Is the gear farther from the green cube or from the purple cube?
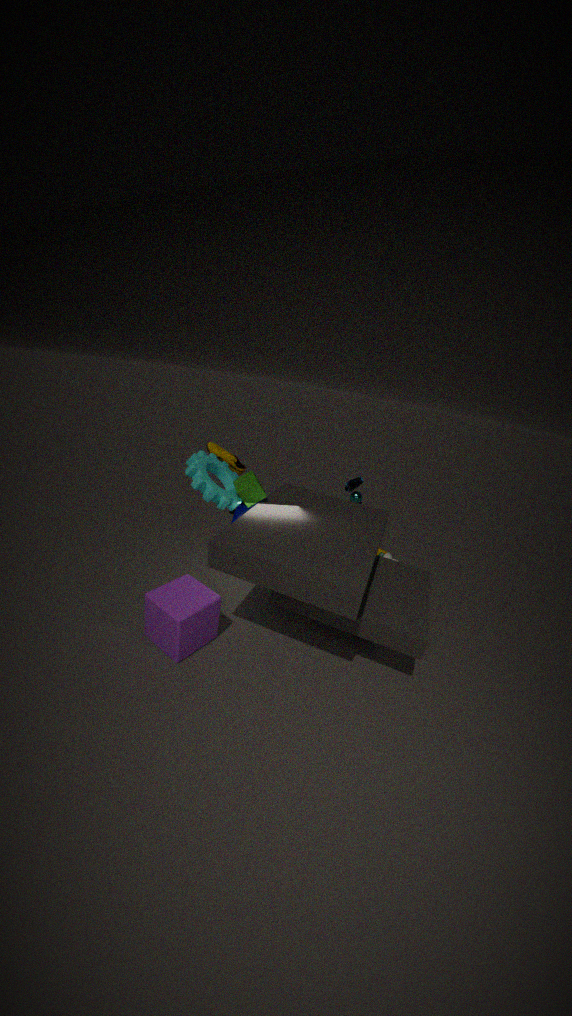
the purple cube
